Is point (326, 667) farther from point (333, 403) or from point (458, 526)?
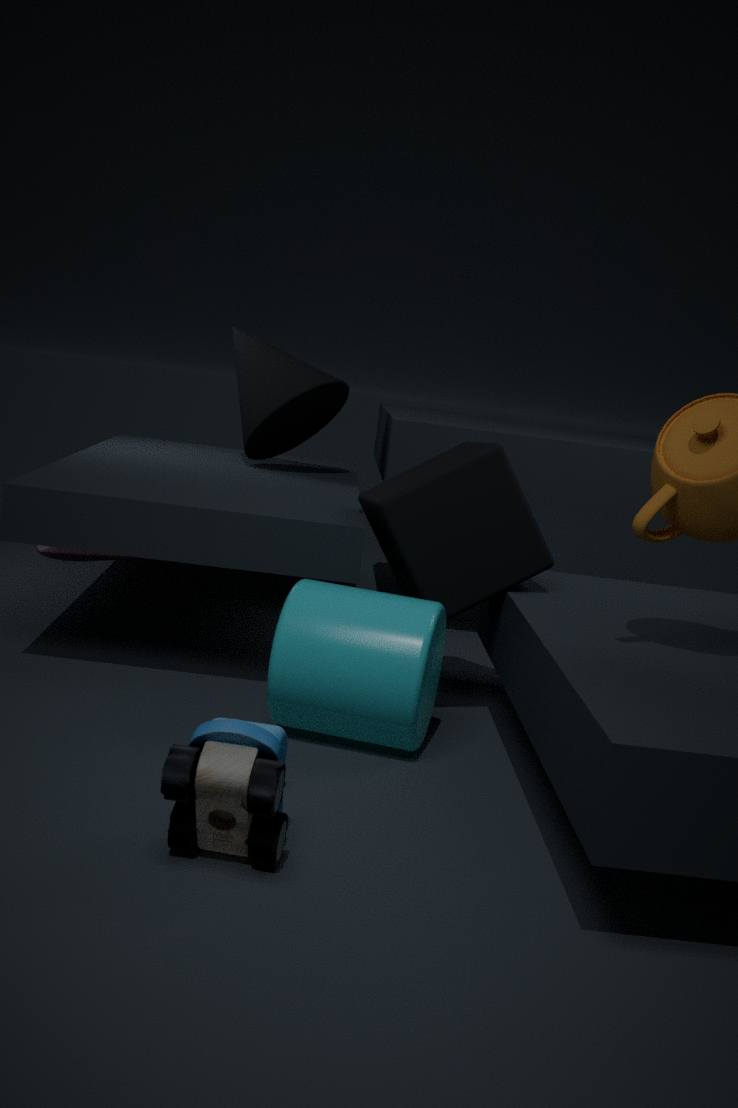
point (333, 403)
